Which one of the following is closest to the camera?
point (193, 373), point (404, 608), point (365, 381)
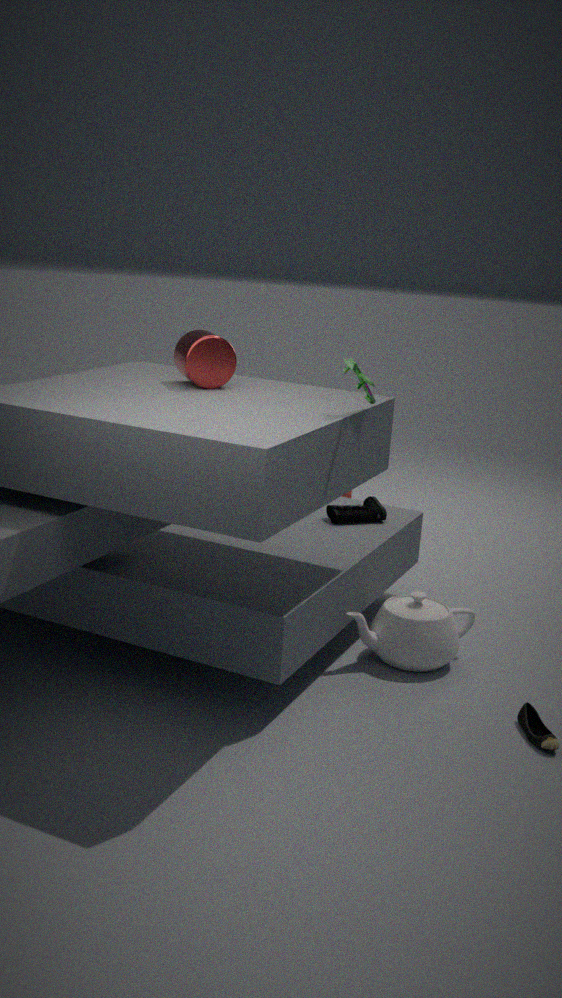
point (365, 381)
